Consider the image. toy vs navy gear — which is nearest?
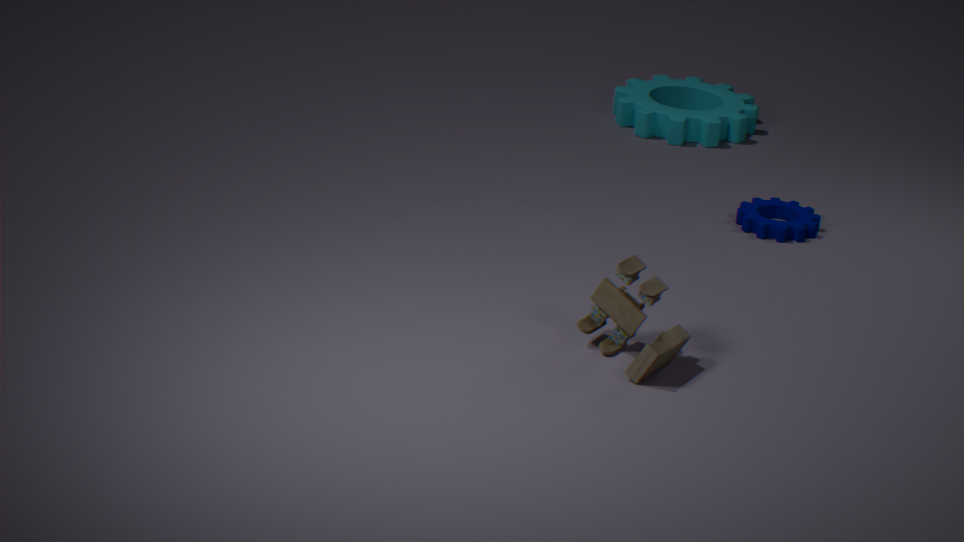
toy
